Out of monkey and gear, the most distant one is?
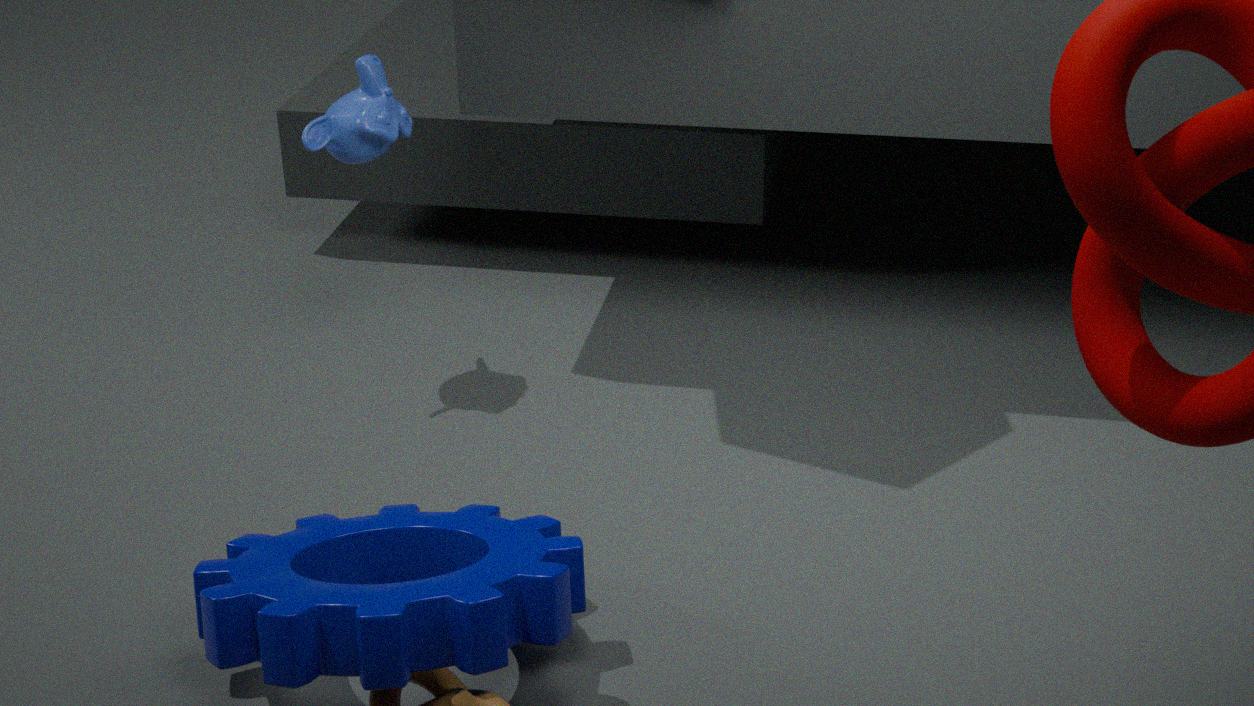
monkey
